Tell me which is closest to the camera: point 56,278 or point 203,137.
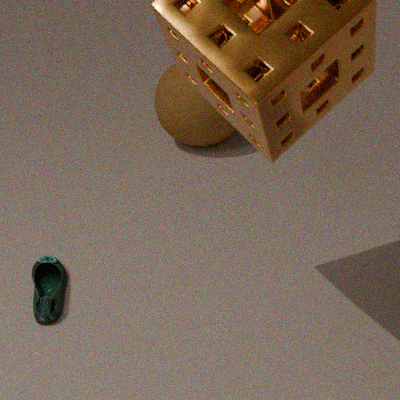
point 56,278
